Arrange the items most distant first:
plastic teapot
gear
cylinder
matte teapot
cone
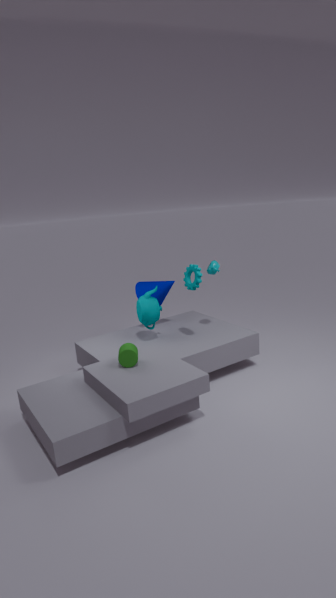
cone, plastic teapot, matte teapot, gear, cylinder
